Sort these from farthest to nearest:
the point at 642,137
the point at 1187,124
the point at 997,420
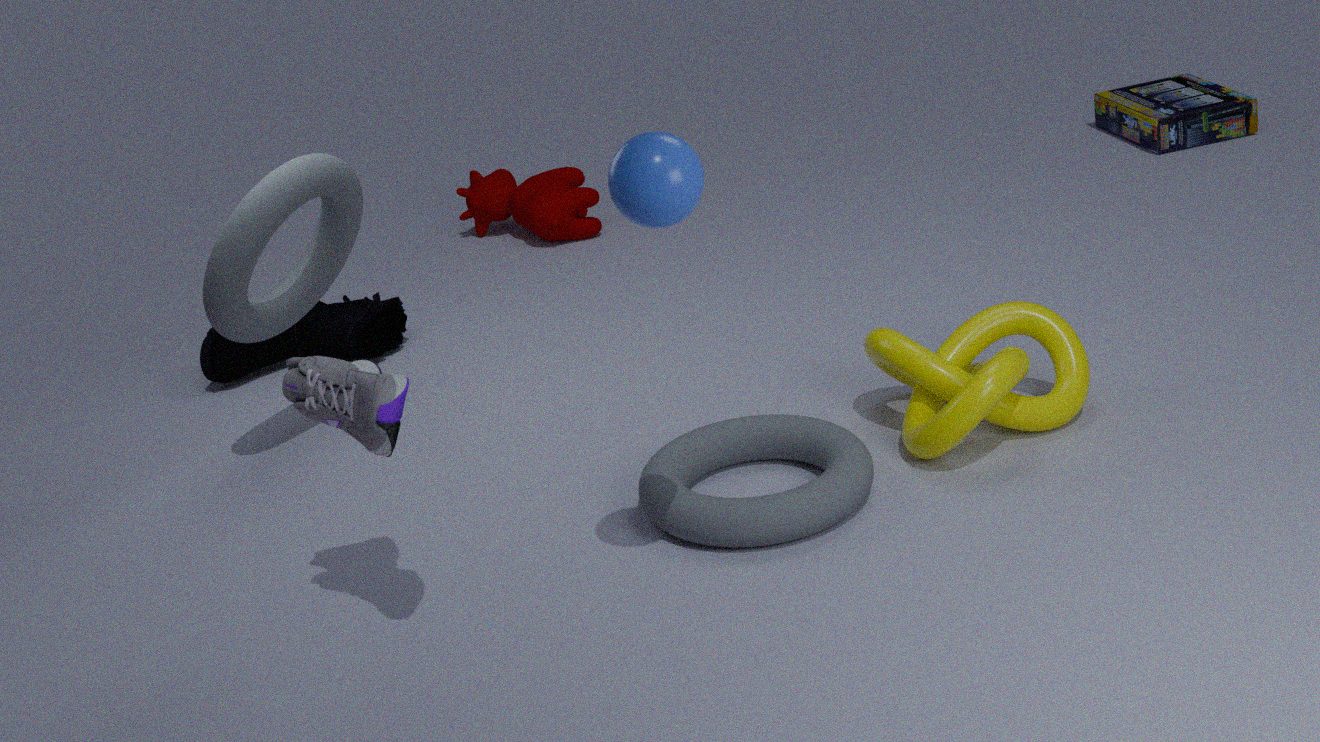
the point at 1187,124, the point at 997,420, the point at 642,137
